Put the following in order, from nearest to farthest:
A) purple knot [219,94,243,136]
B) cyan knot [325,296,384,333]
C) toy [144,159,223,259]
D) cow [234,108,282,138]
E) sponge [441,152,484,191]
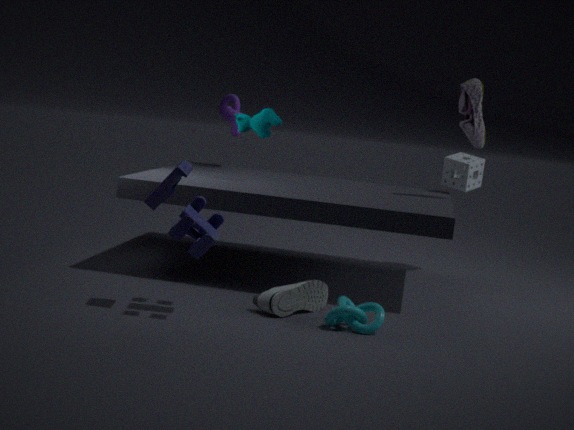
1. toy [144,159,223,259]
2. cyan knot [325,296,384,333]
3. cow [234,108,282,138]
4. sponge [441,152,484,191]
5. purple knot [219,94,243,136]
